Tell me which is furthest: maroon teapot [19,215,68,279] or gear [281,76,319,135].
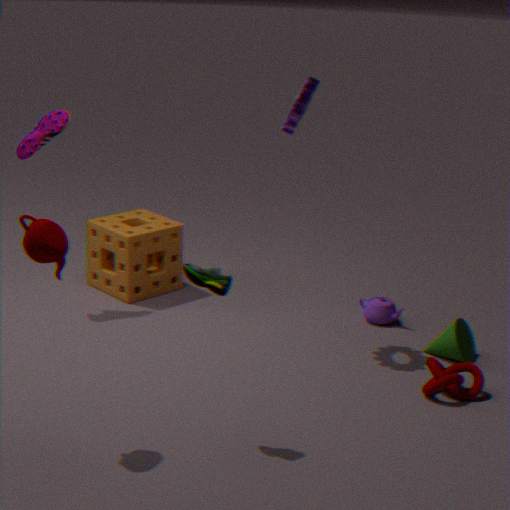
gear [281,76,319,135]
